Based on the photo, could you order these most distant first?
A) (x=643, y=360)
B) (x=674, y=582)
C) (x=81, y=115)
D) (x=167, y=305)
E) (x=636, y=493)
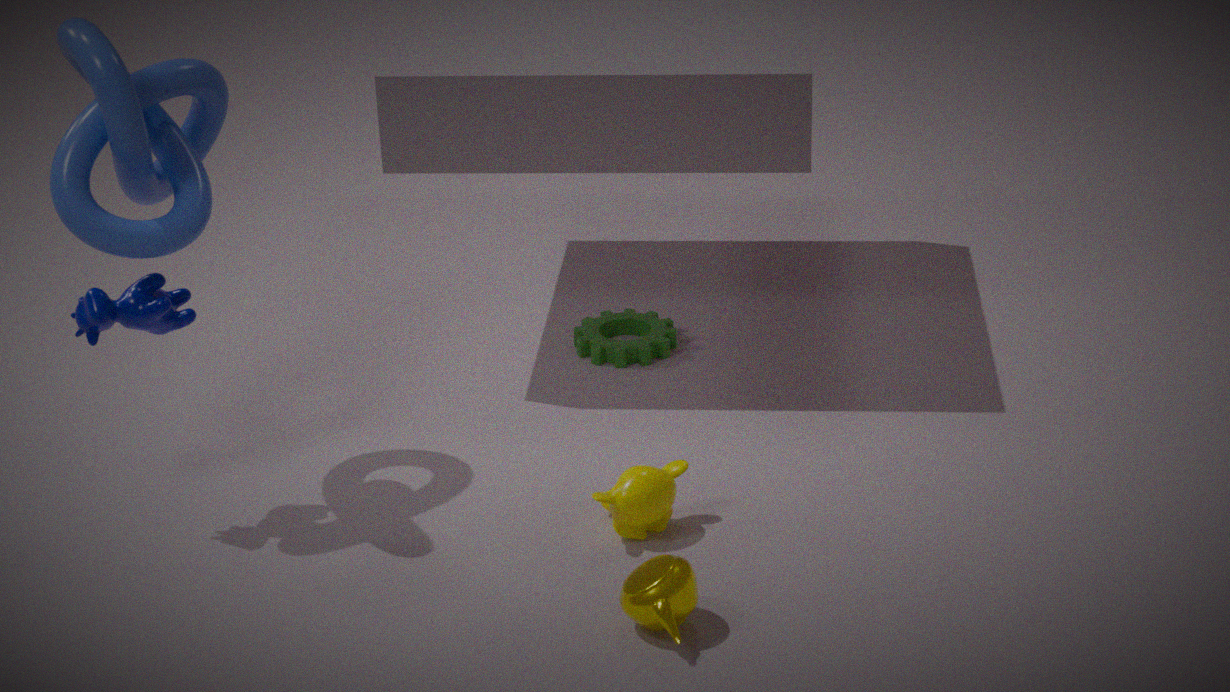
(x=643, y=360)
(x=167, y=305)
(x=636, y=493)
(x=81, y=115)
(x=674, y=582)
